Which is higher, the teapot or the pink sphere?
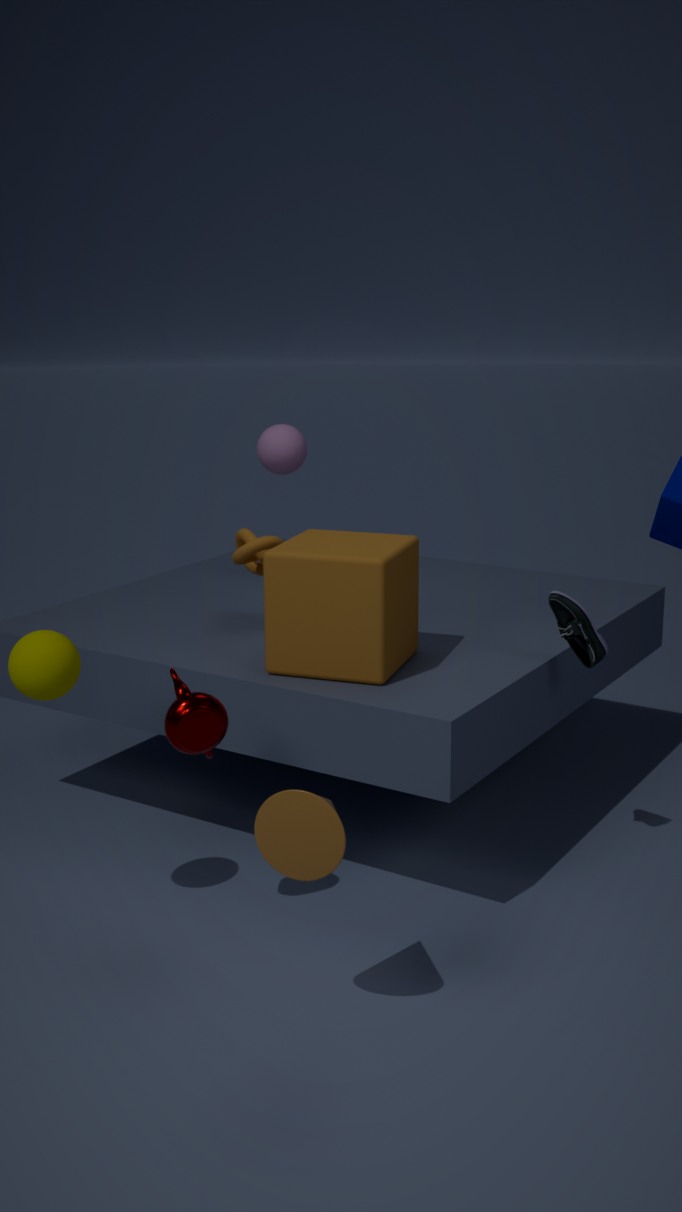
the pink sphere
